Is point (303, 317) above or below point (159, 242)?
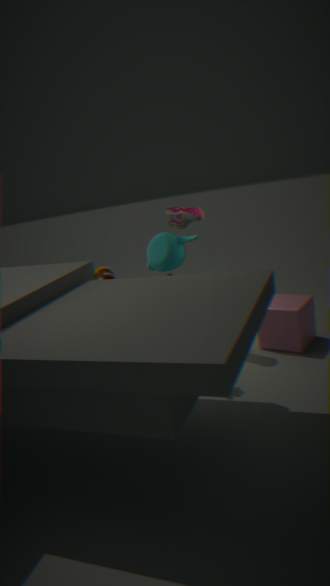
below
